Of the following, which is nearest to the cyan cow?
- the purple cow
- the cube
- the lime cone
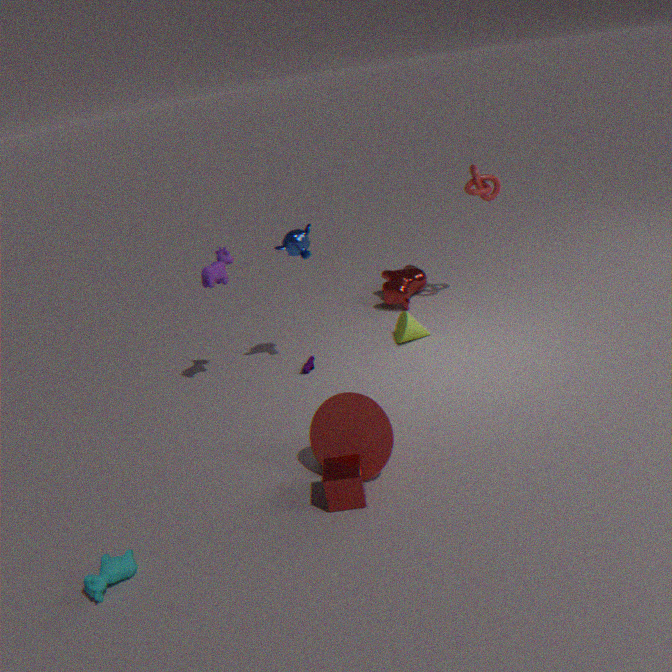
the cube
